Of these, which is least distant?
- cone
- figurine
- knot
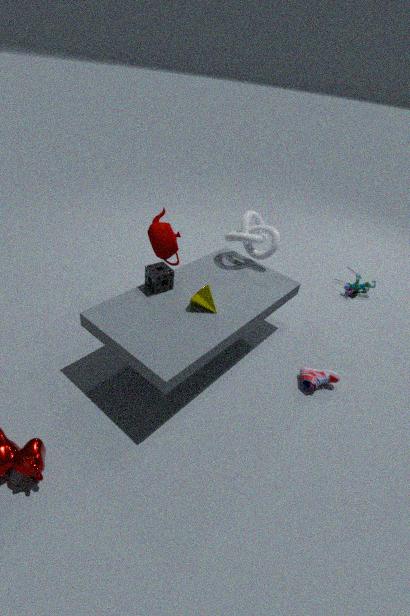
cone
